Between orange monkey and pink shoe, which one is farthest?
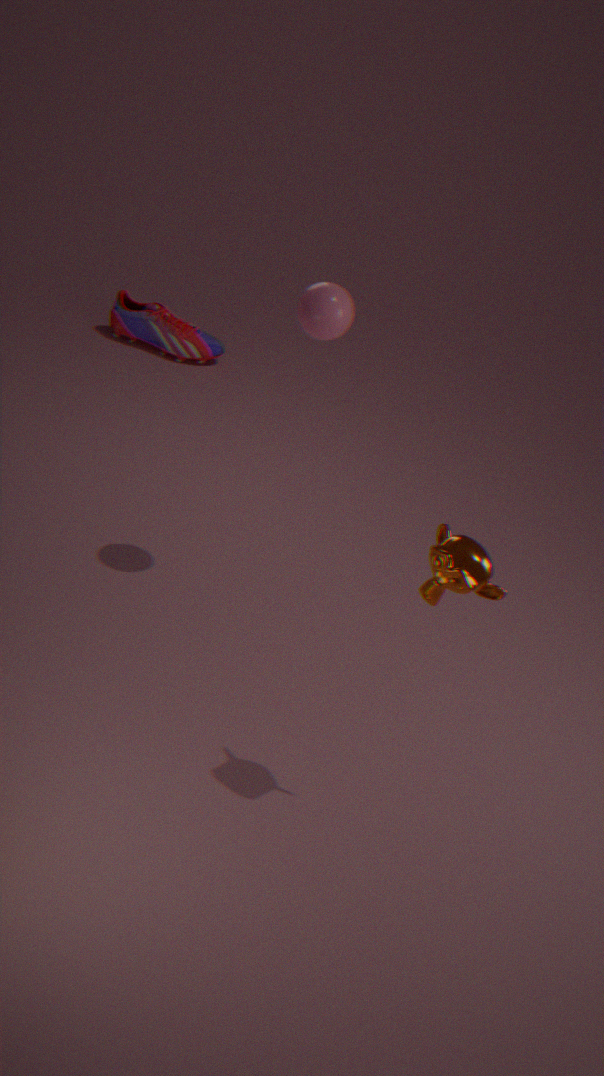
pink shoe
